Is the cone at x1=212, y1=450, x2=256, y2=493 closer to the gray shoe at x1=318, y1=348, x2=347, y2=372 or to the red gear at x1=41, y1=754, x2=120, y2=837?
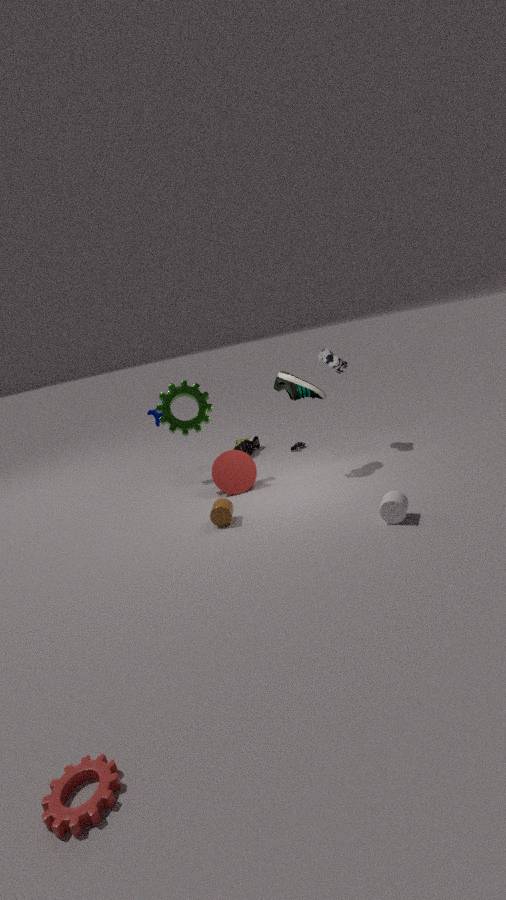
the gray shoe at x1=318, y1=348, x2=347, y2=372
